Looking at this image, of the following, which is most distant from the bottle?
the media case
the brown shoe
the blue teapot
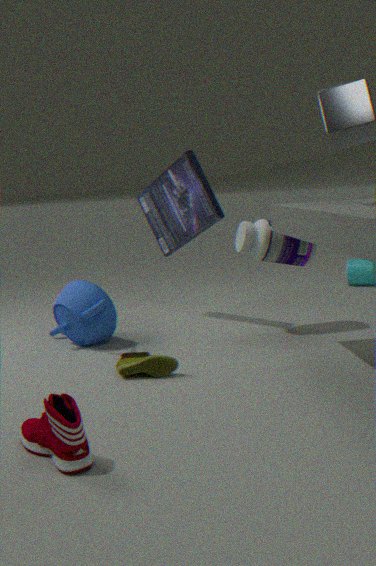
the brown shoe
